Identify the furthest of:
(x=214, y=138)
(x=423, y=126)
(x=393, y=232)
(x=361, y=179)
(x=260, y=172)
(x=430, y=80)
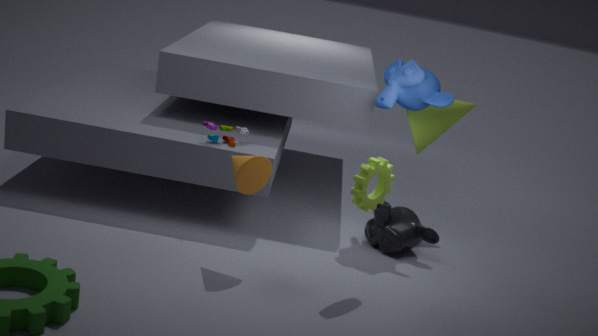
(x=423, y=126)
